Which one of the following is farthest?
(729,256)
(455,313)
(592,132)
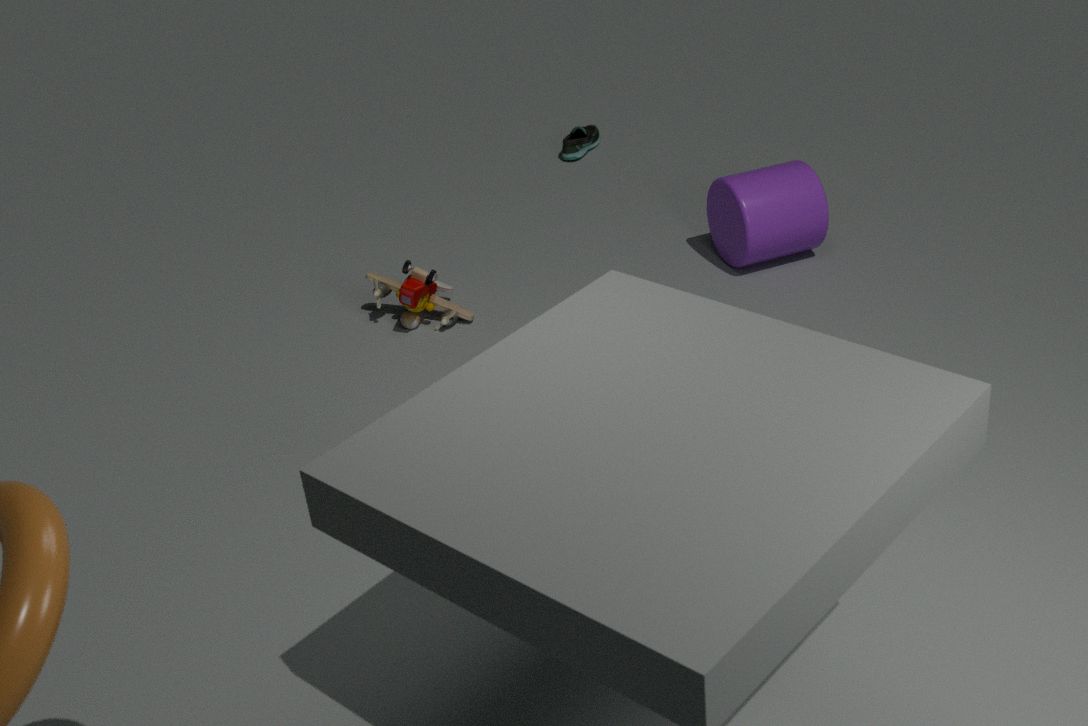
(592,132)
